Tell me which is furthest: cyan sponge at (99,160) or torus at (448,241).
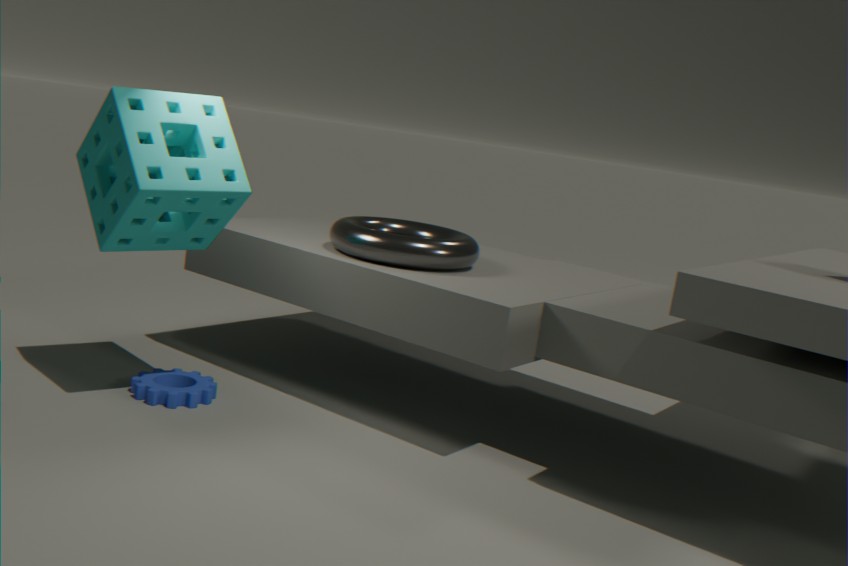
torus at (448,241)
